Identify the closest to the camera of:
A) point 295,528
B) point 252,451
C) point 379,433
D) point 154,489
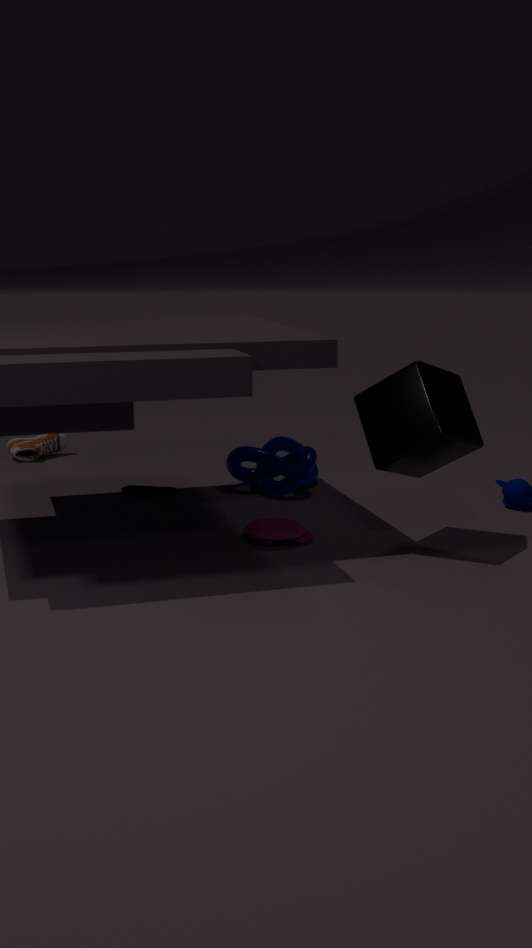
point 379,433
